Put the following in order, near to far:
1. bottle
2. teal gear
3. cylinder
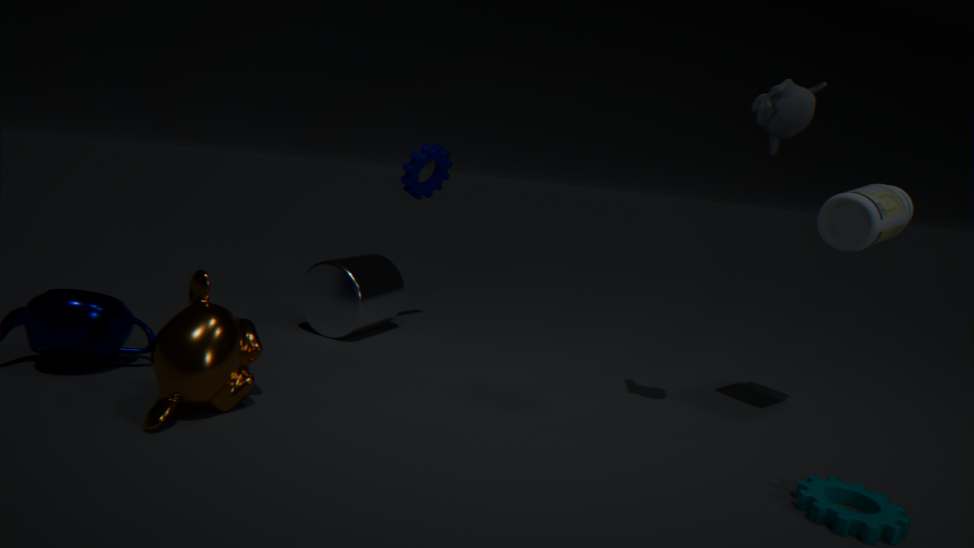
1. teal gear
2. bottle
3. cylinder
